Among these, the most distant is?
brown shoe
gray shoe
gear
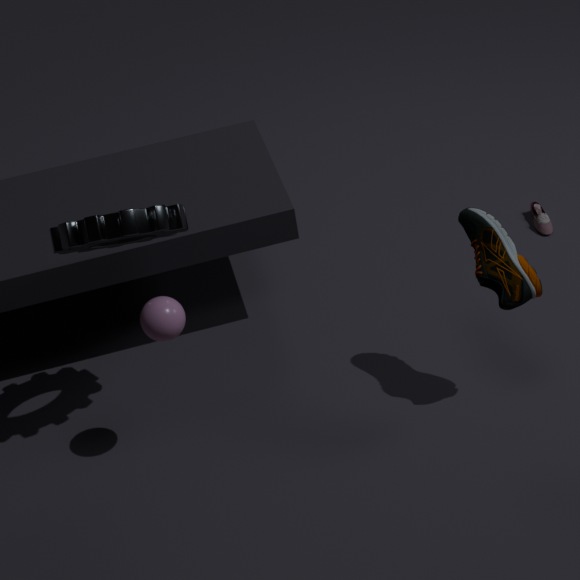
gray shoe
